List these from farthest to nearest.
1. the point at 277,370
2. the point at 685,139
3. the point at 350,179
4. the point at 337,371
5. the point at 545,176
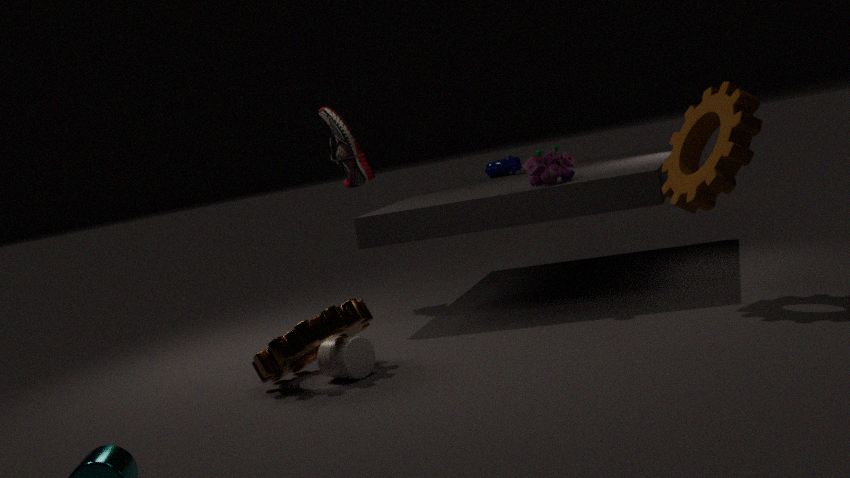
the point at 350,179, the point at 545,176, the point at 685,139, the point at 277,370, the point at 337,371
